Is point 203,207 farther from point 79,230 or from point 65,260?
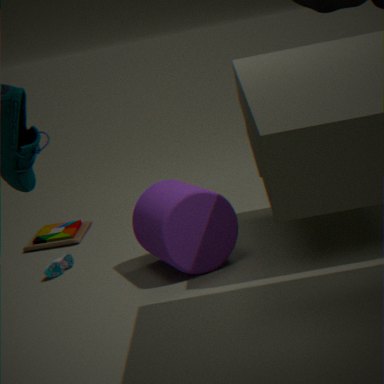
point 79,230
